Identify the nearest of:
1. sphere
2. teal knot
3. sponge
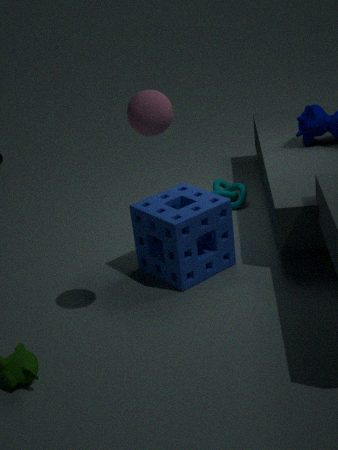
sphere
